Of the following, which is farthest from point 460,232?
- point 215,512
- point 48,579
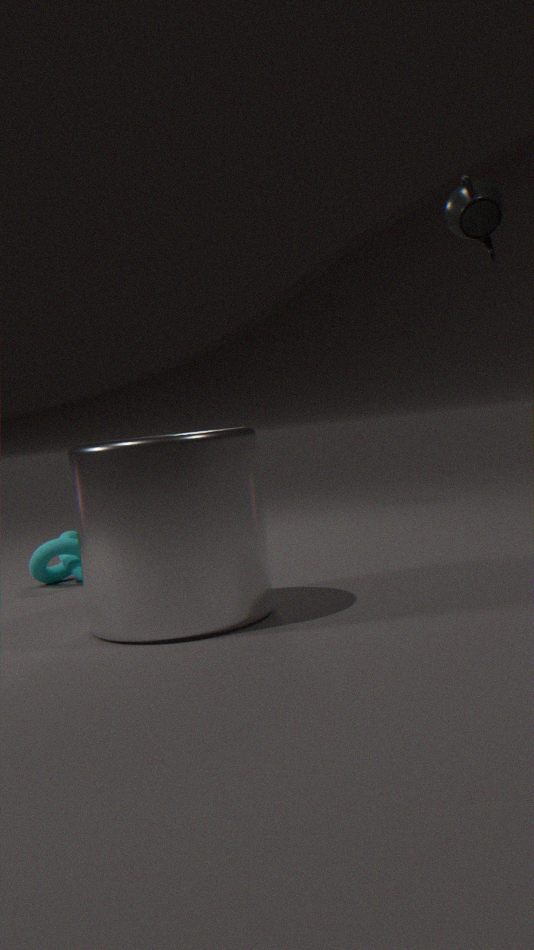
point 48,579
